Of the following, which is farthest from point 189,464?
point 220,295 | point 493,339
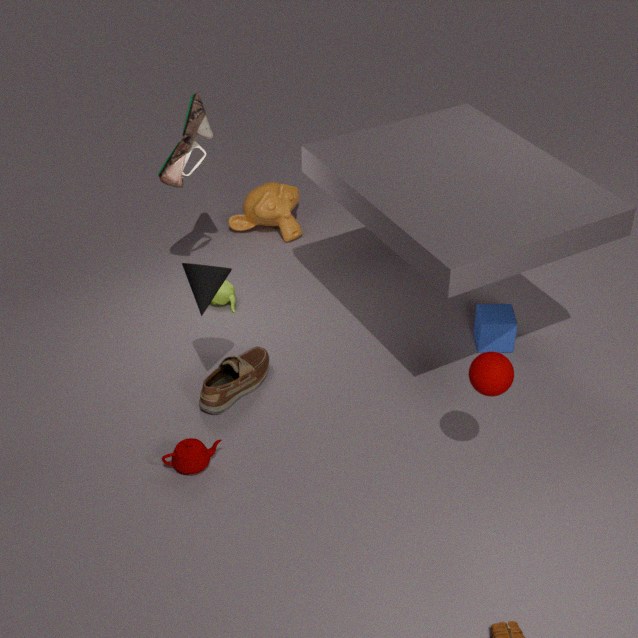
point 493,339
